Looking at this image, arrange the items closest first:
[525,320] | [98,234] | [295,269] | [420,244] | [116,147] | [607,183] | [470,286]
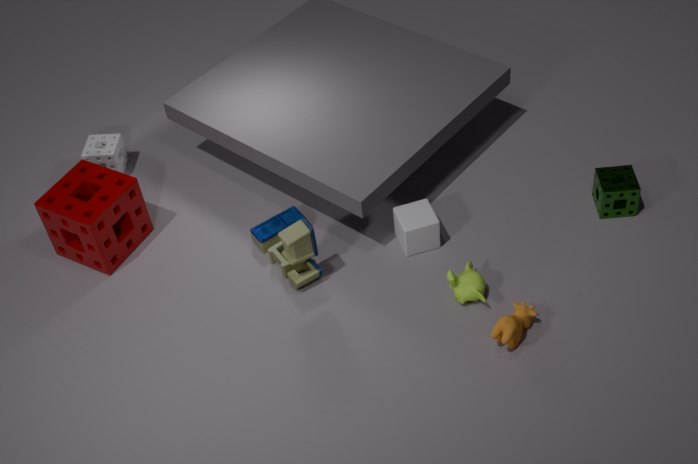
[525,320] → [470,286] → [98,234] → [295,269] → [420,244] → [607,183] → [116,147]
